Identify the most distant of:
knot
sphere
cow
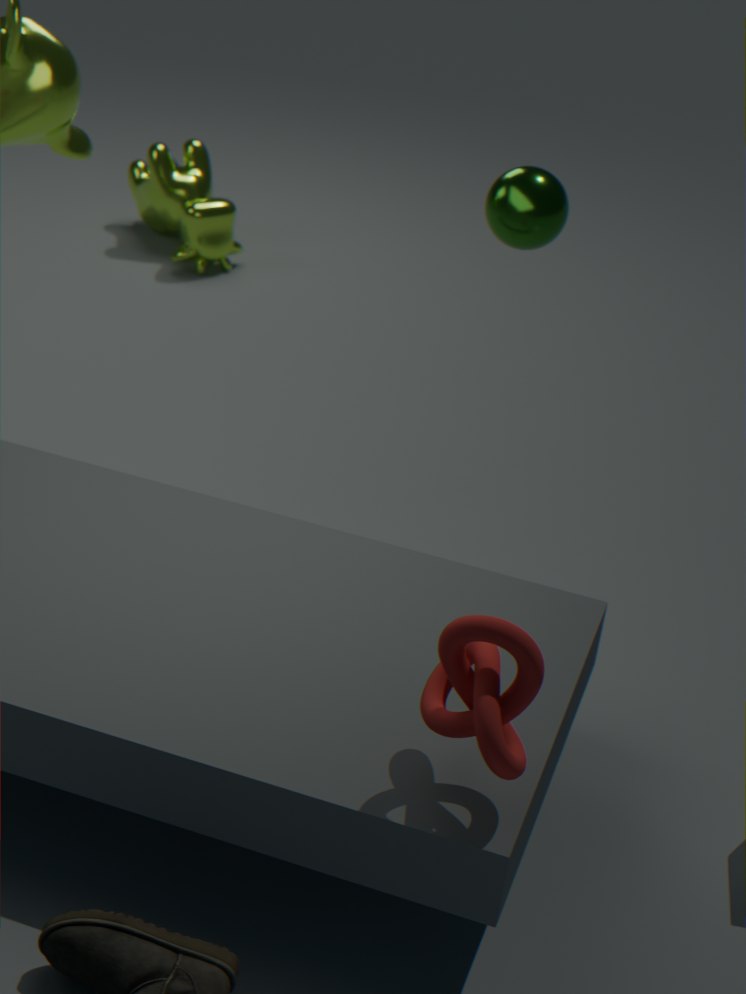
cow
